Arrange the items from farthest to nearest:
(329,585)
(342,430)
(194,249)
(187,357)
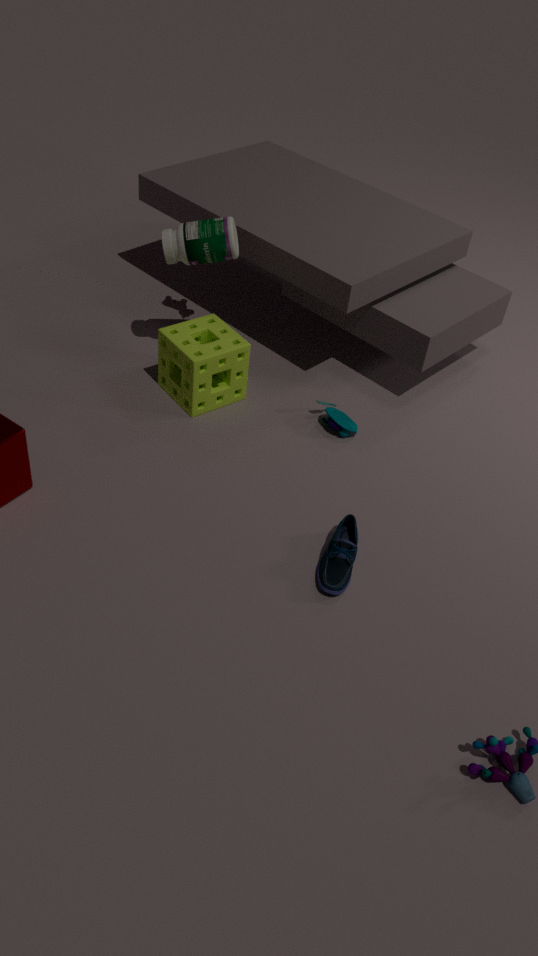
(342,430), (194,249), (187,357), (329,585)
